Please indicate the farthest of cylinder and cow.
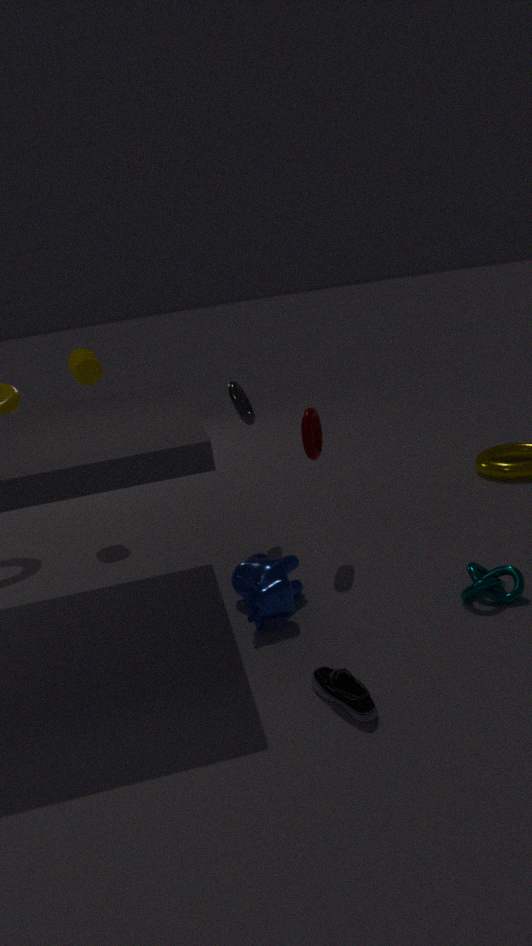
cylinder
